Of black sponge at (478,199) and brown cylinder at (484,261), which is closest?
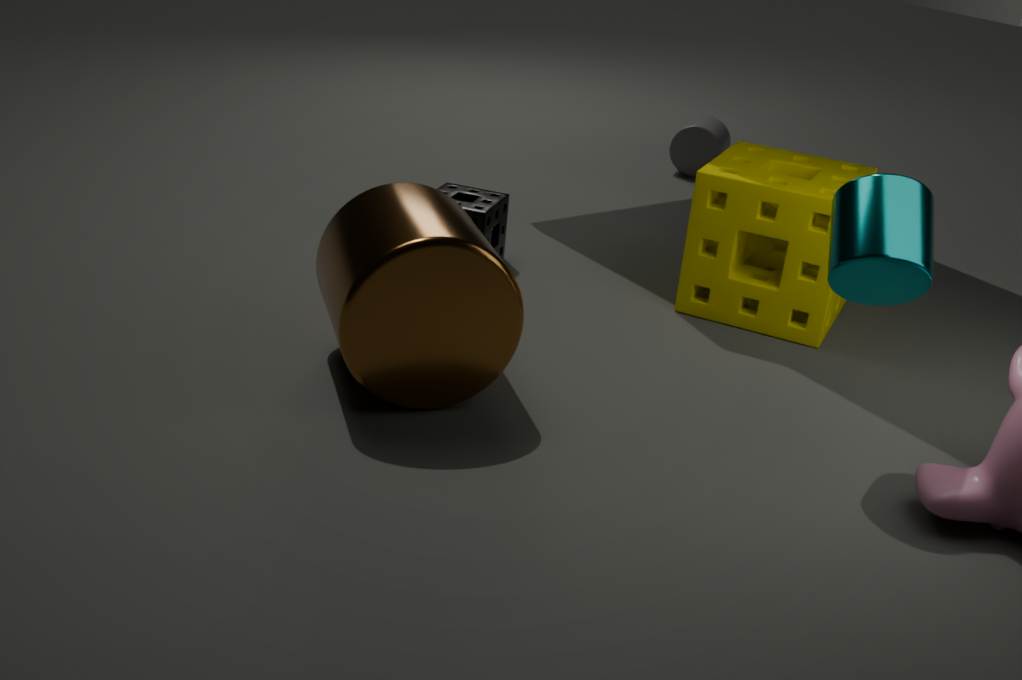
brown cylinder at (484,261)
